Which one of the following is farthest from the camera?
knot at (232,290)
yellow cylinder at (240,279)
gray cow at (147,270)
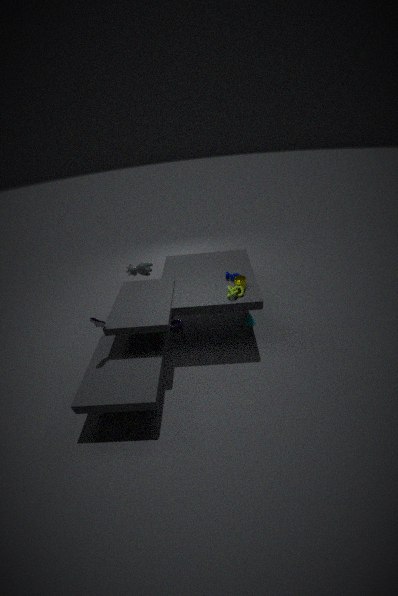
gray cow at (147,270)
